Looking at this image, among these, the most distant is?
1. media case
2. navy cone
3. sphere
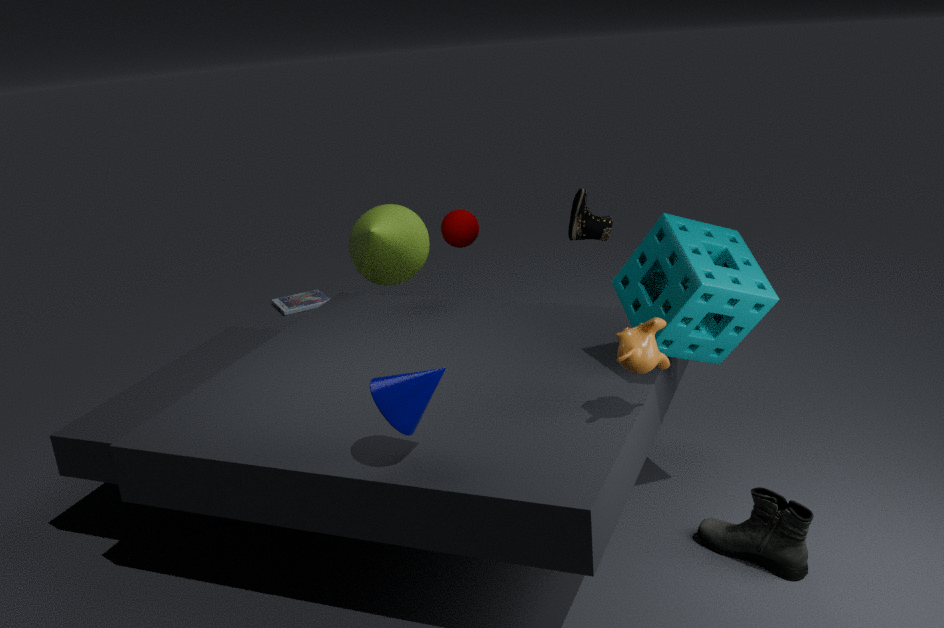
media case
